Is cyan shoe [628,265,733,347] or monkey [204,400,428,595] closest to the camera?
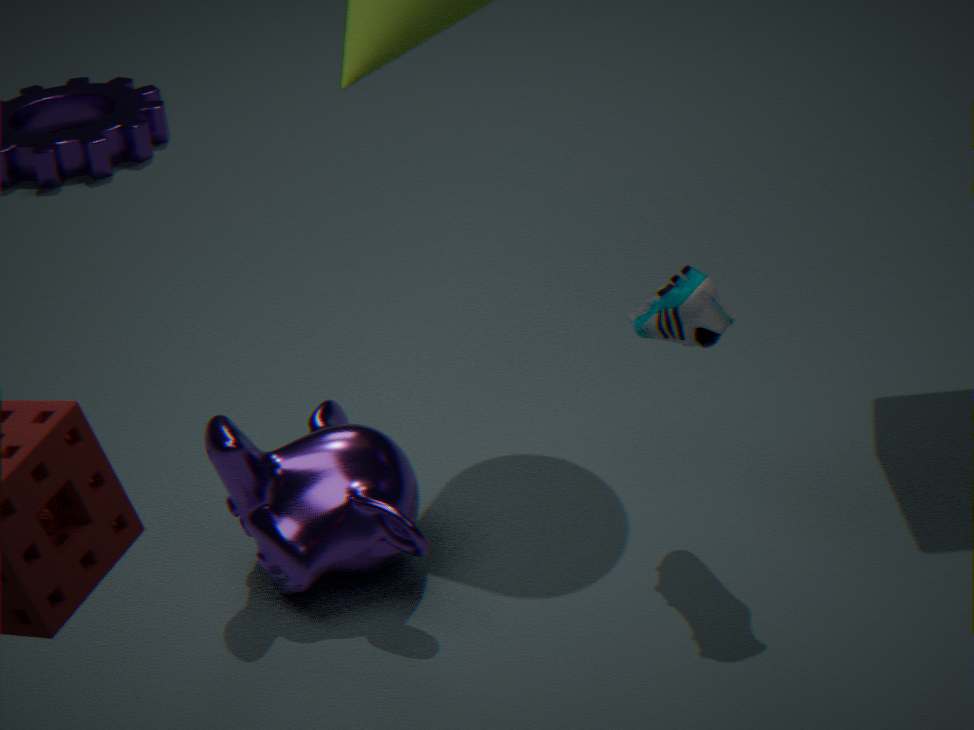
cyan shoe [628,265,733,347]
